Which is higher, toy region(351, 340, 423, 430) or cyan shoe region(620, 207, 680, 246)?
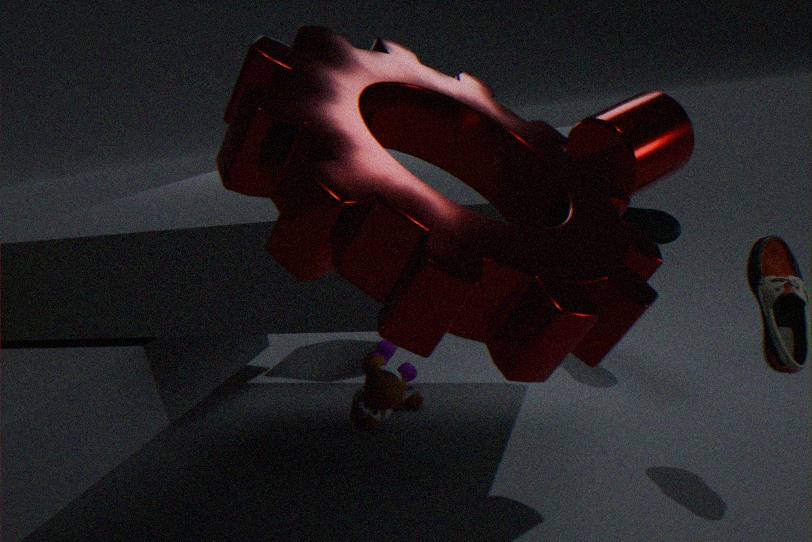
cyan shoe region(620, 207, 680, 246)
